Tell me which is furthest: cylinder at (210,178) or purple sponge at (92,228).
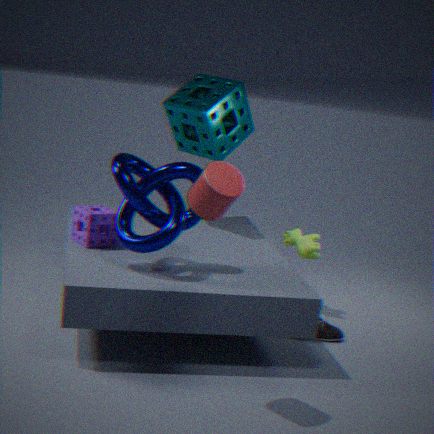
purple sponge at (92,228)
